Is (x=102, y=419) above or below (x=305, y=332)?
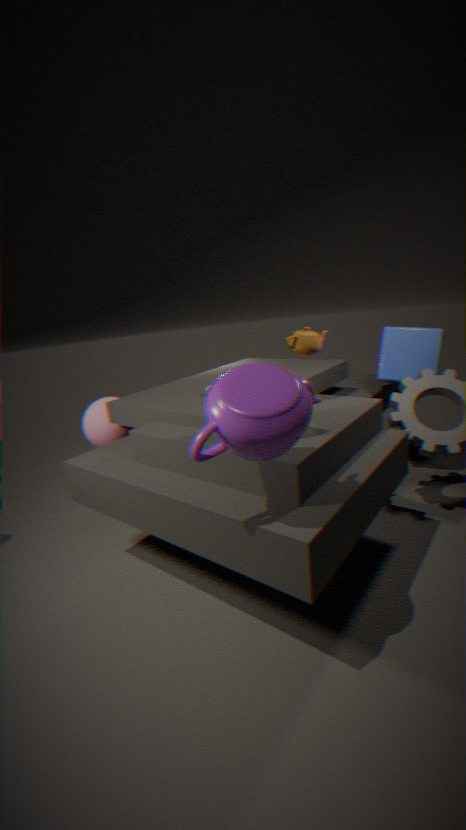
below
